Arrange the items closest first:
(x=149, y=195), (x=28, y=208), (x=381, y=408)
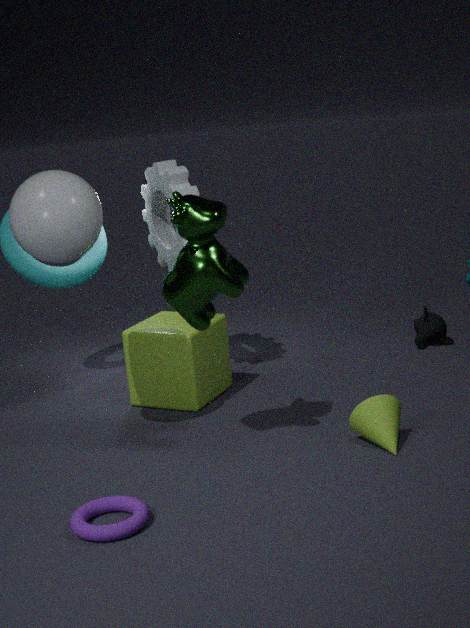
(x=28, y=208), (x=381, y=408), (x=149, y=195)
